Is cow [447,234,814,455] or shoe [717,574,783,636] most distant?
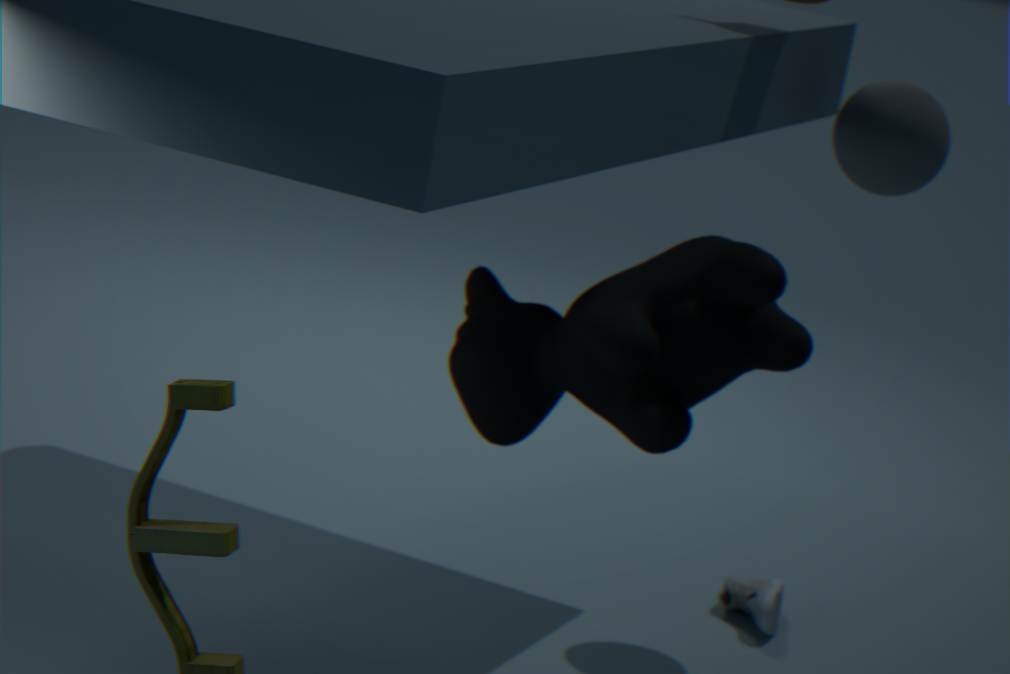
shoe [717,574,783,636]
